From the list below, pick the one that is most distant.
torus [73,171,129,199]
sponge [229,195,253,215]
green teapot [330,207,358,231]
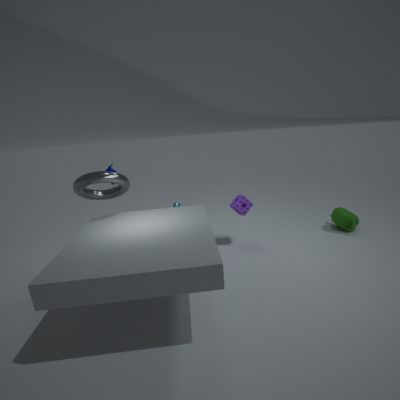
green teapot [330,207,358,231]
